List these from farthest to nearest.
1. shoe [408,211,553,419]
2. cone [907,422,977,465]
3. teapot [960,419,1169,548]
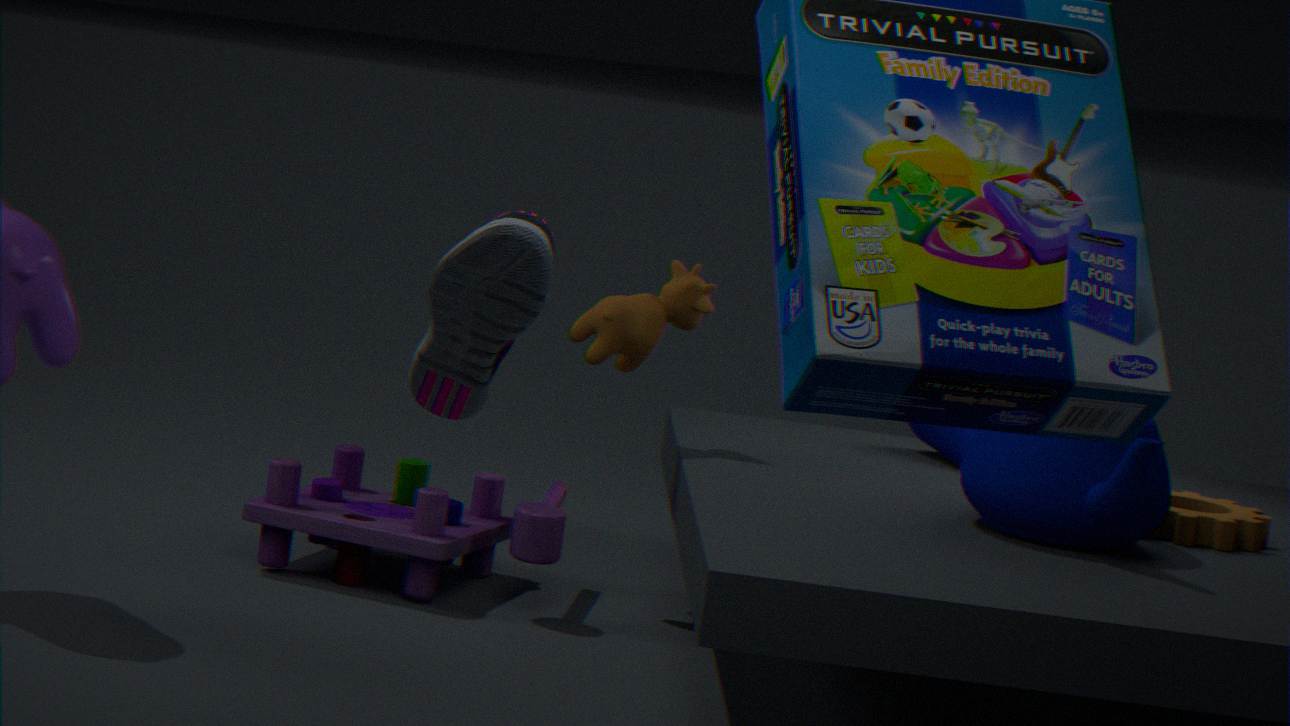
1. cone [907,422,977,465]
2. teapot [960,419,1169,548]
3. shoe [408,211,553,419]
